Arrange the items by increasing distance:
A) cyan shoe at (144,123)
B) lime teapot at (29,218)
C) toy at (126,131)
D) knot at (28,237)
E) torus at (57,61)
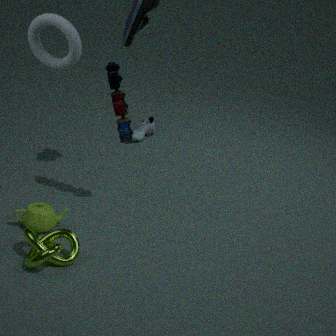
D. knot at (28,237) < E. torus at (57,61) < B. lime teapot at (29,218) < C. toy at (126,131) < A. cyan shoe at (144,123)
